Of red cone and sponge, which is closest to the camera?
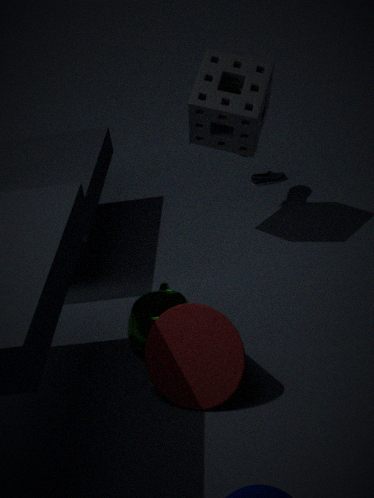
red cone
